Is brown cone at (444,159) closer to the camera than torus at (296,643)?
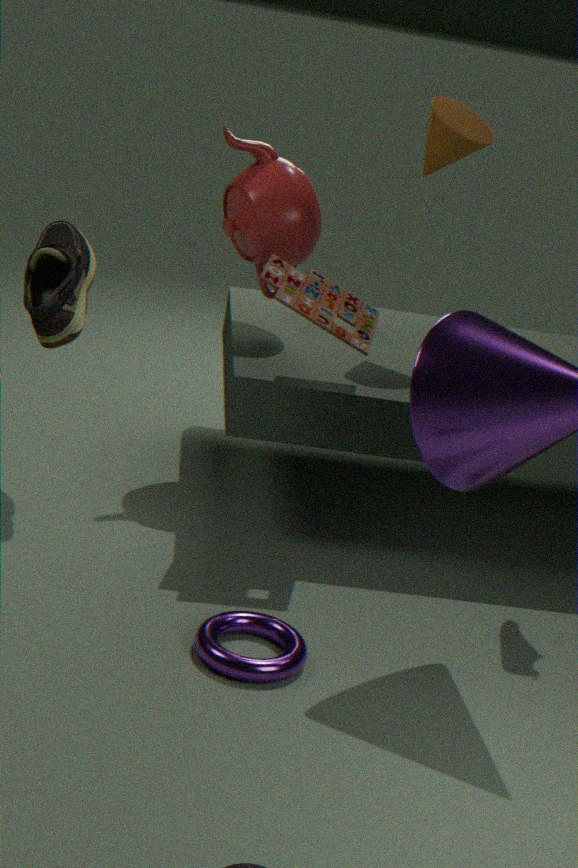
No
